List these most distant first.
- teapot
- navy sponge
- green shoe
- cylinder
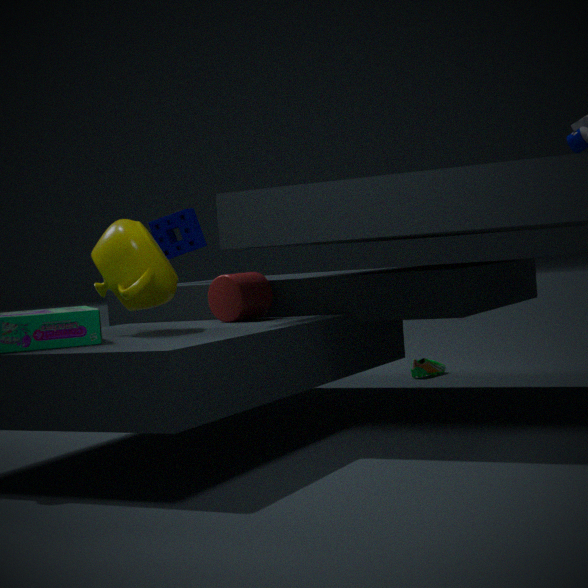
green shoe
navy sponge
cylinder
teapot
